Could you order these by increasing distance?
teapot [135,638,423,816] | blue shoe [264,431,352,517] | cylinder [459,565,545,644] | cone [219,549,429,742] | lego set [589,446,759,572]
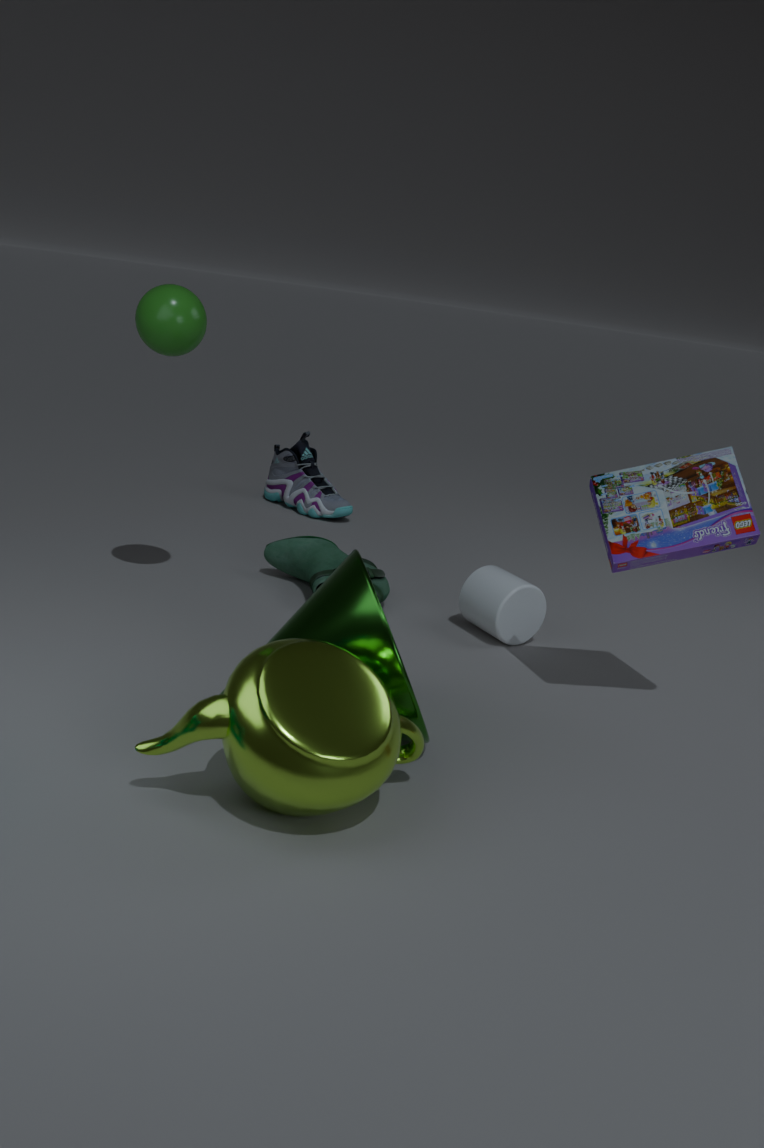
1. teapot [135,638,423,816]
2. cone [219,549,429,742]
3. lego set [589,446,759,572]
4. cylinder [459,565,545,644]
5. blue shoe [264,431,352,517]
